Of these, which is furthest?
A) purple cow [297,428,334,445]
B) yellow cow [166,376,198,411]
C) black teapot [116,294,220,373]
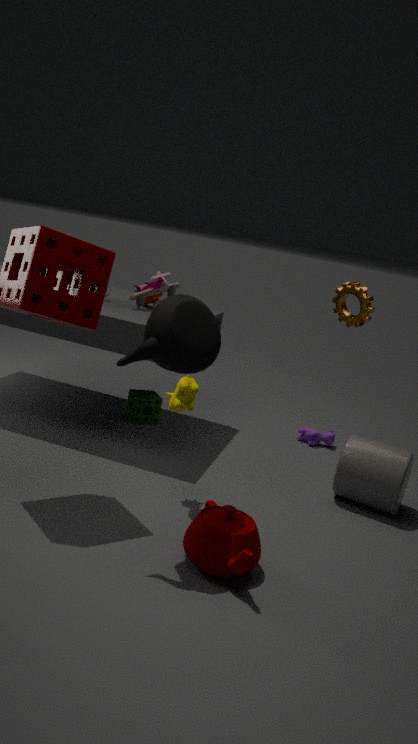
purple cow [297,428,334,445]
